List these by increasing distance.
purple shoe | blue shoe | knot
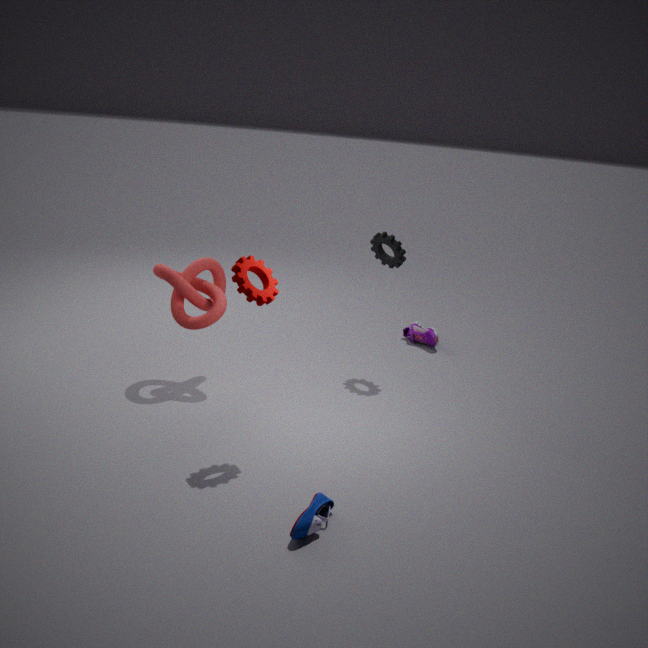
blue shoe → knot → purple shoe
